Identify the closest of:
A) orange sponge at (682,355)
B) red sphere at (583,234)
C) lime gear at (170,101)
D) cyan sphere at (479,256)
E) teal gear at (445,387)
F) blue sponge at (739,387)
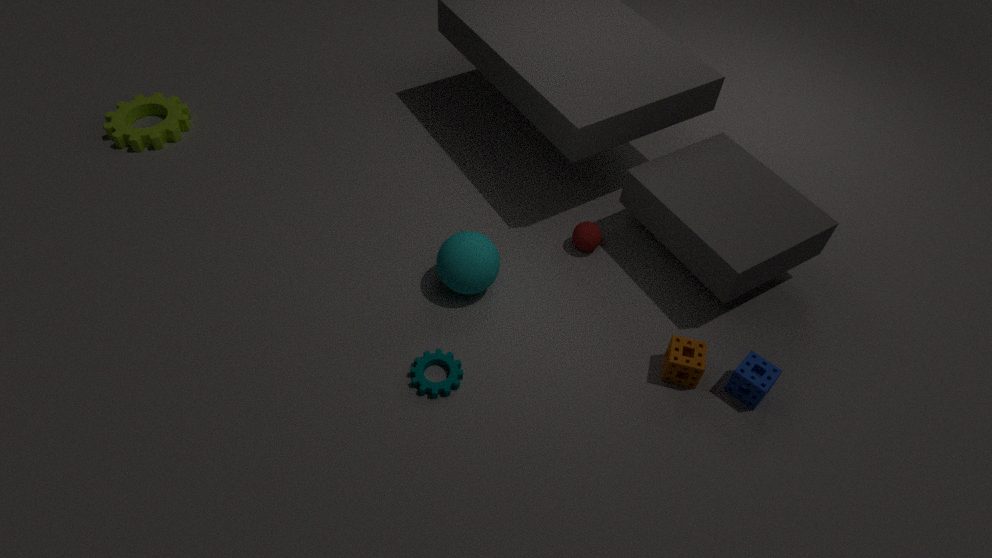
blue sponge at (739,387)
